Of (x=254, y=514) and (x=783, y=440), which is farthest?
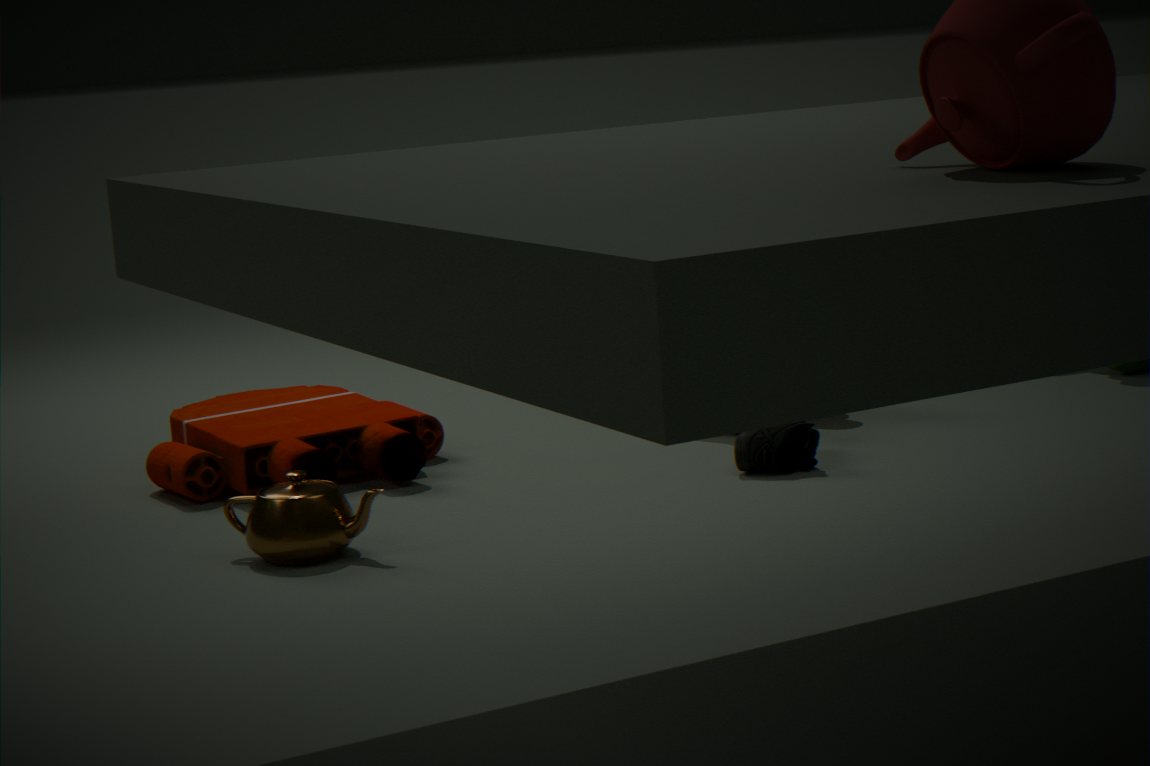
(x=783, y=440)
